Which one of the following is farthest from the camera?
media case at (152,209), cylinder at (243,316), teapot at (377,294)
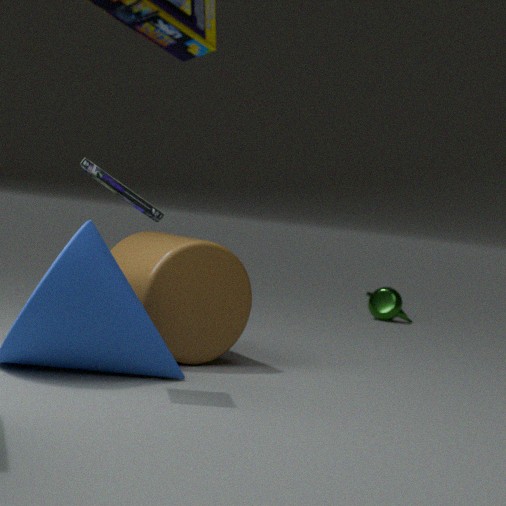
teapot at (377,294)
